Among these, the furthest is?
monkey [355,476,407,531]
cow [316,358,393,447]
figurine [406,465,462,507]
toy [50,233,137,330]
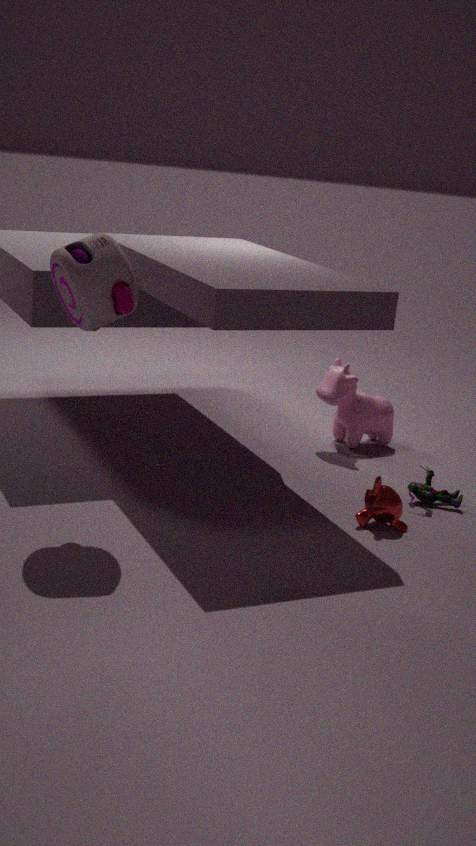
cow [316,358,393,447]
